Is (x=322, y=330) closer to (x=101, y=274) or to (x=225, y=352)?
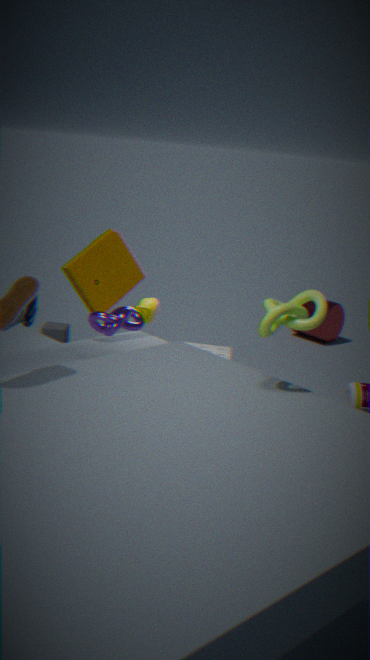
(x=225, y=352)
